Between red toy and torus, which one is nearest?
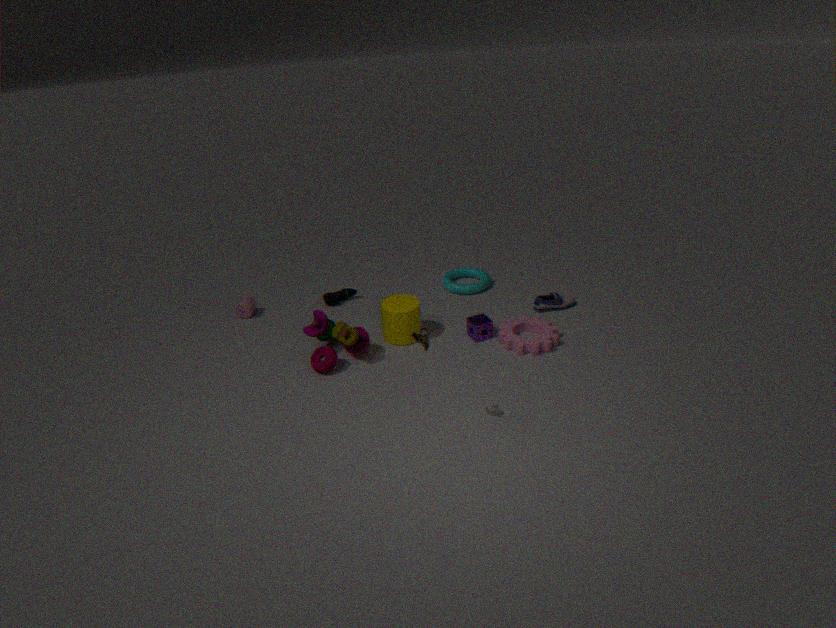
red toy
